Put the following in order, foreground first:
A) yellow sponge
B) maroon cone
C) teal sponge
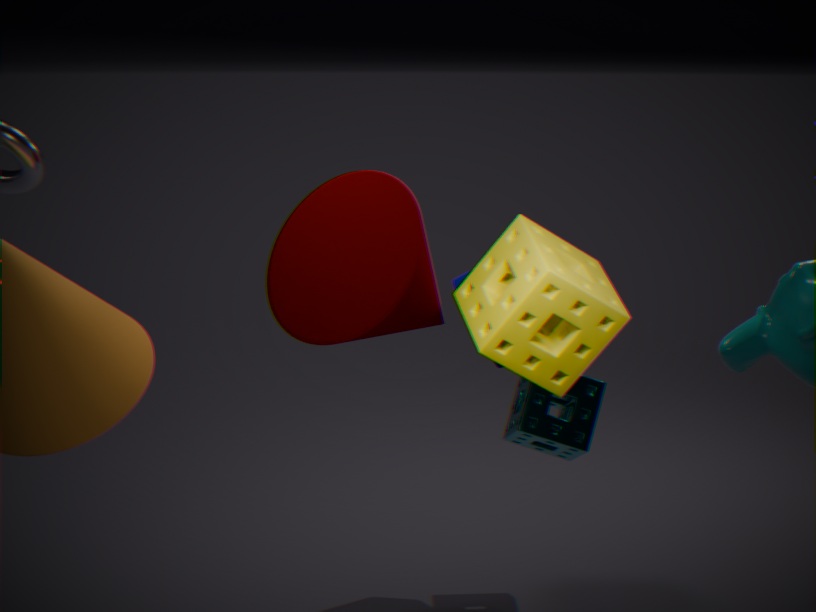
yellow sponge → maroon cone → teal sponge
